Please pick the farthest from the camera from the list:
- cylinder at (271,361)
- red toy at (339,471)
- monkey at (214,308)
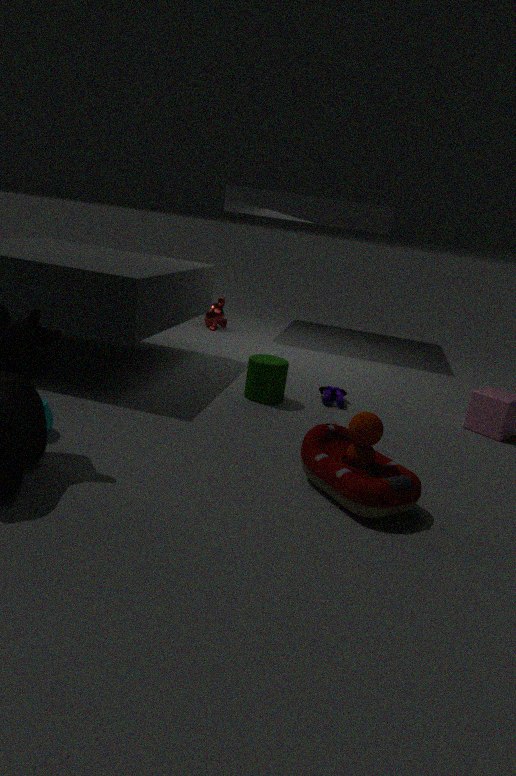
monkey at (214,308)
